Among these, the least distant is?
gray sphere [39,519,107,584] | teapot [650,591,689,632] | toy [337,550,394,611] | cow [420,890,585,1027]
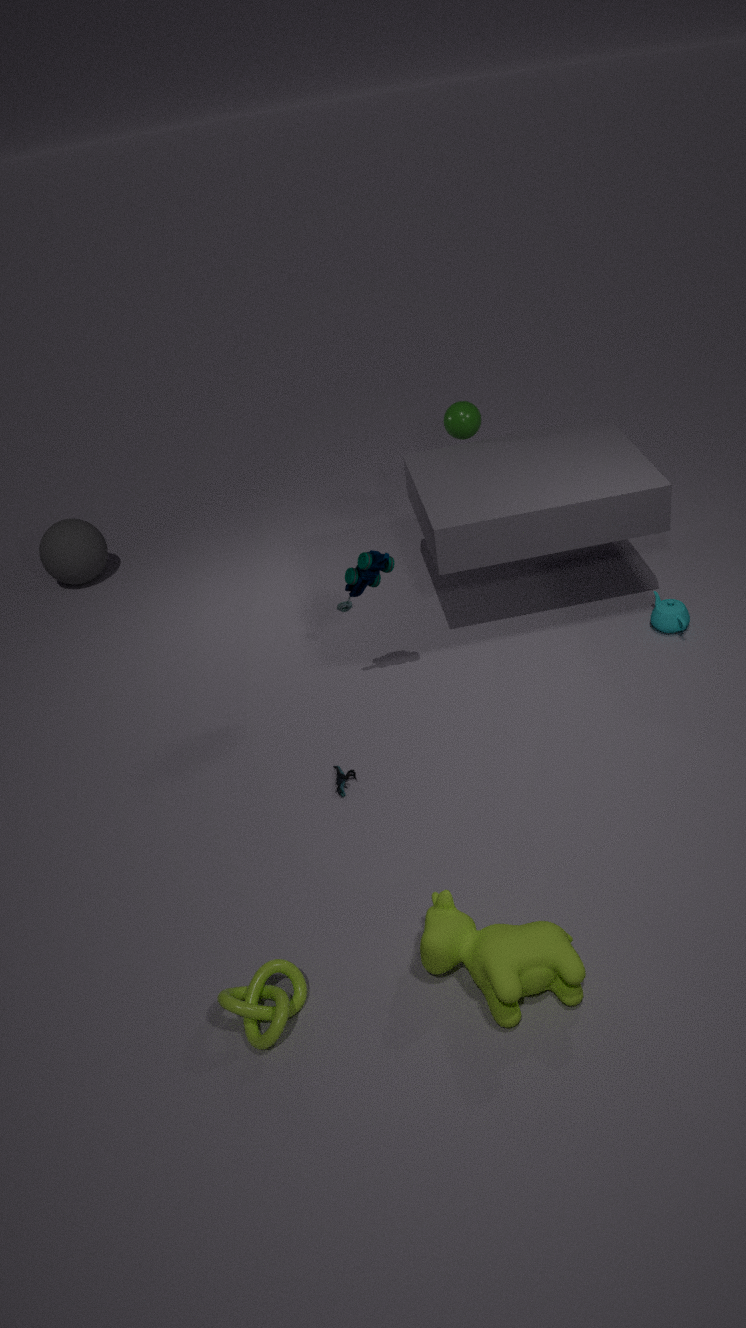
cow [420,890,585,1027]
